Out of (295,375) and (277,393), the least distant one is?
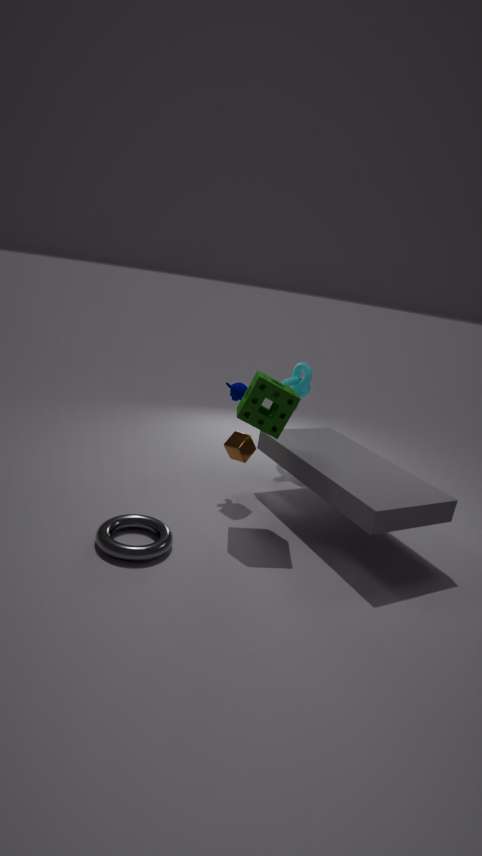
(277,393)
